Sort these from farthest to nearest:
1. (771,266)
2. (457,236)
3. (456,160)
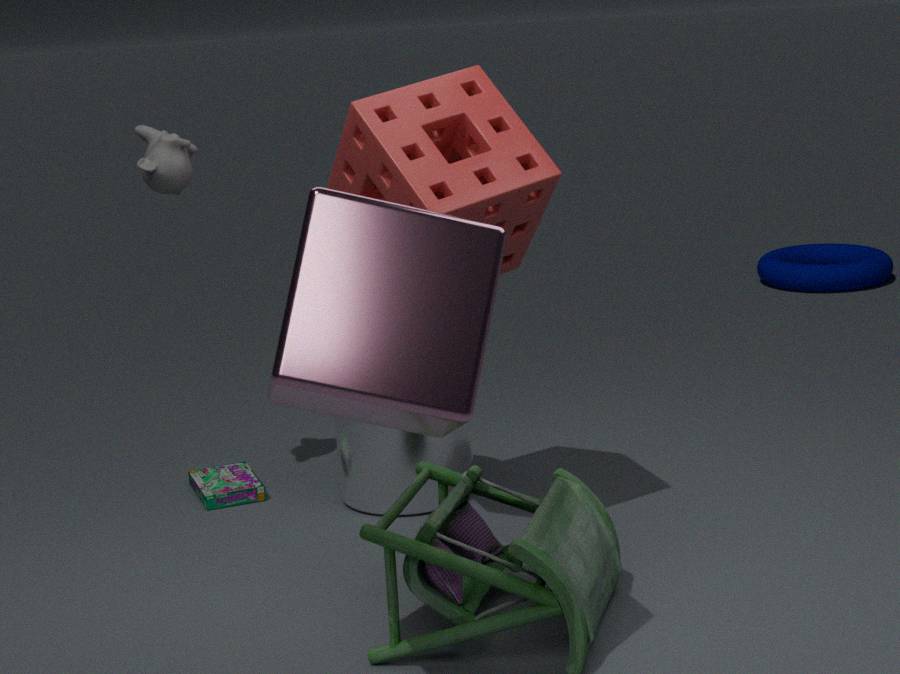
1. (771,266)
2. (456,160)
3. (457,236)
